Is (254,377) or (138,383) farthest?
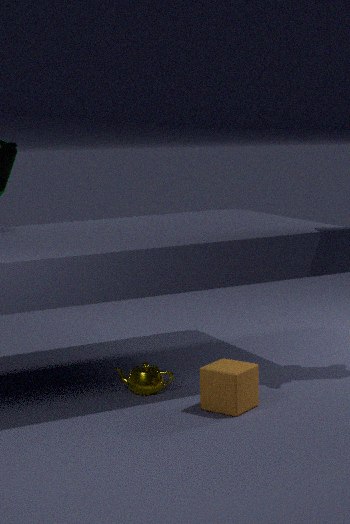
(138,383)
